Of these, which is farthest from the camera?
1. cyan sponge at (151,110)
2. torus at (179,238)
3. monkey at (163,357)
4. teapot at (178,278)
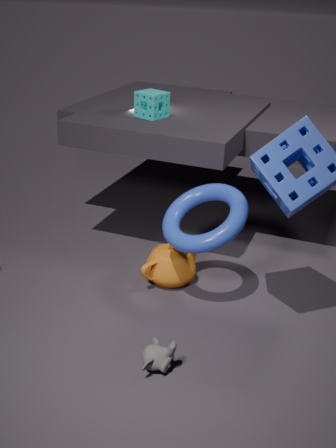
cyan sponge at (151,110)
